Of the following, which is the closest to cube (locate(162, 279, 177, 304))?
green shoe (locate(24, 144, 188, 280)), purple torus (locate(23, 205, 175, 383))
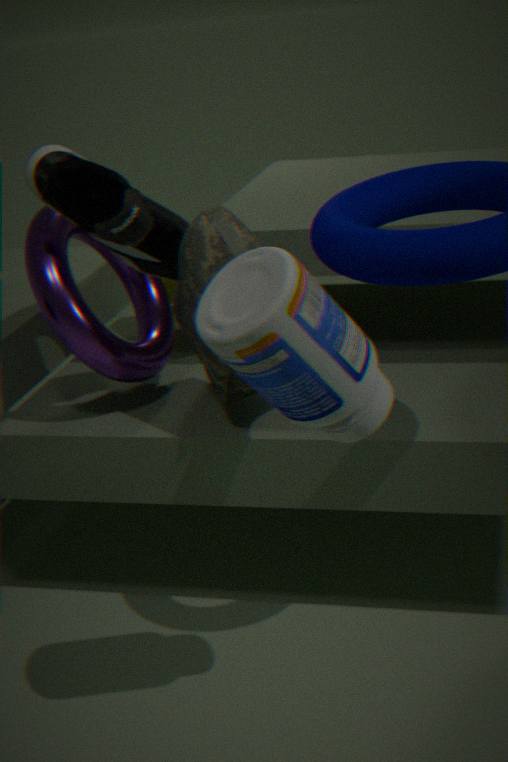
purple torus (locate(23, 205, 175, 383))
